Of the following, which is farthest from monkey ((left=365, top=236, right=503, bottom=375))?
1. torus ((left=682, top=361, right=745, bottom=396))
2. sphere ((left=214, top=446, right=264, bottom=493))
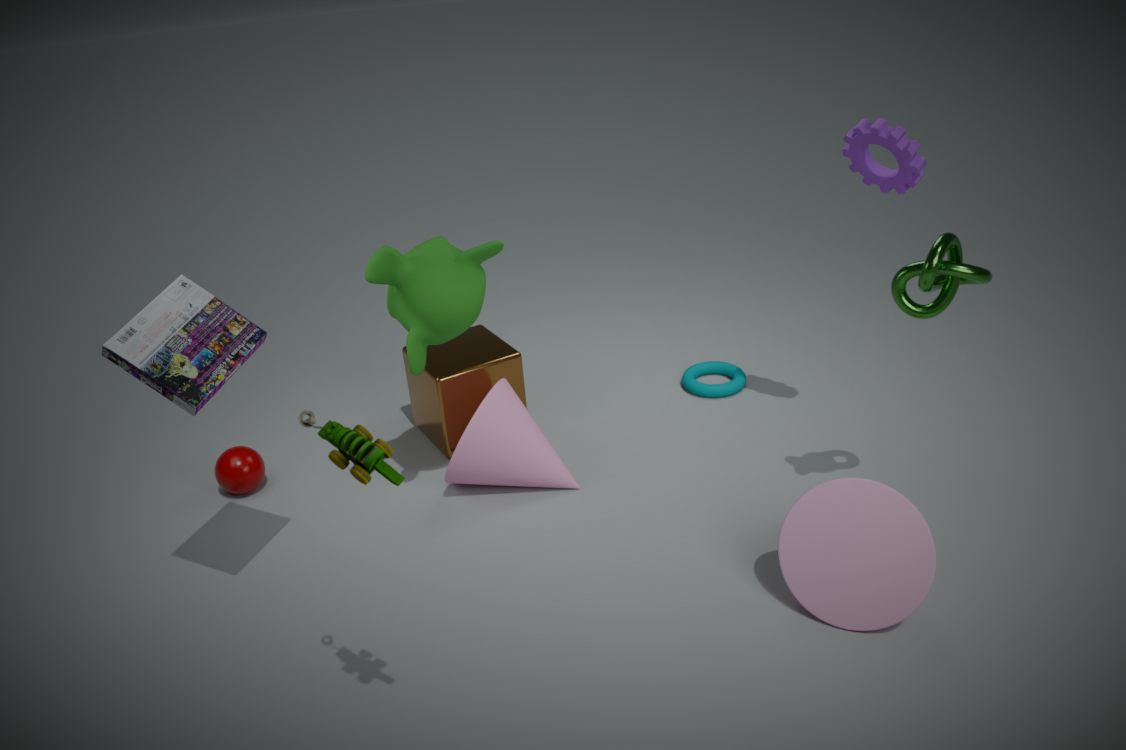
torus ((left=682, top=361, right=745, bottom=396))
